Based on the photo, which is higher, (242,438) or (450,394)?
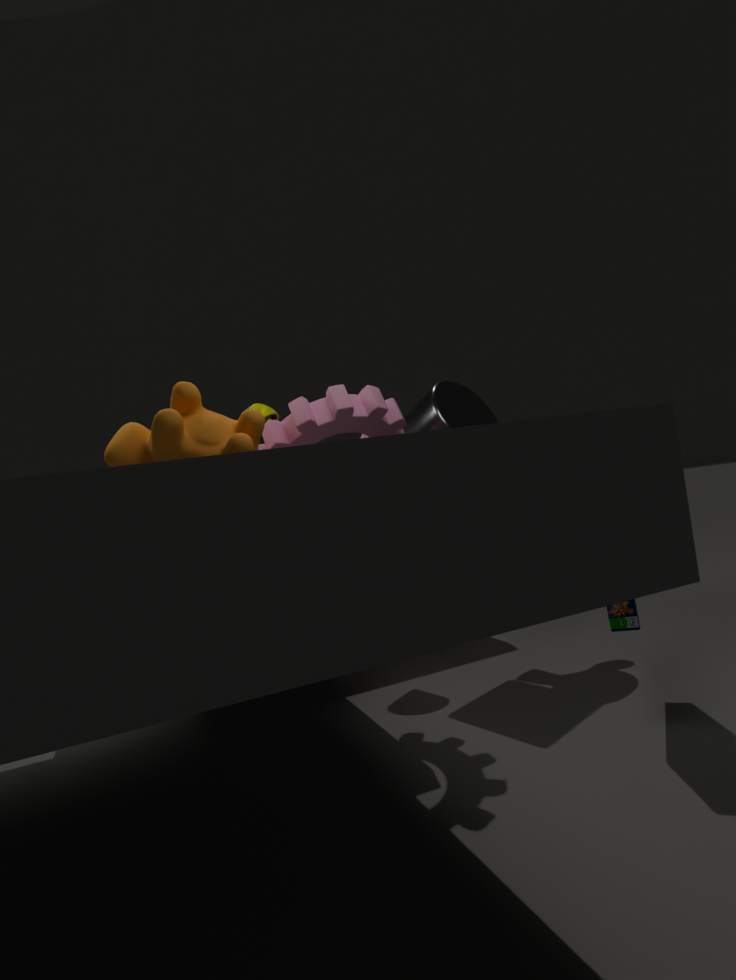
(242,438)
